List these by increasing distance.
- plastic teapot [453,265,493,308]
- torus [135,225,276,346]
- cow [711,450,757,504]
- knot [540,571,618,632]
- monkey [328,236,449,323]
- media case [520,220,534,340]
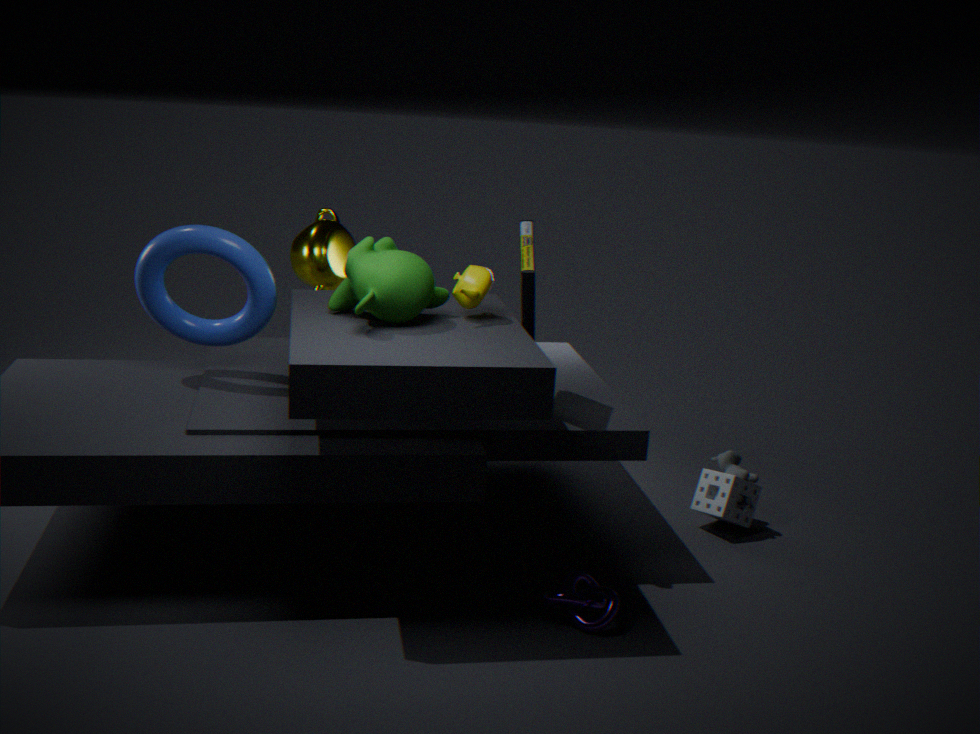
1. knot [540,571,618,632]
2. monkey [328,236,449,323]
3. media case [520,220,534,340]
4. plastic teapot [453,265,493,308]
5. torus [135,225,276,346]
6. cow [711,450,757,504]
